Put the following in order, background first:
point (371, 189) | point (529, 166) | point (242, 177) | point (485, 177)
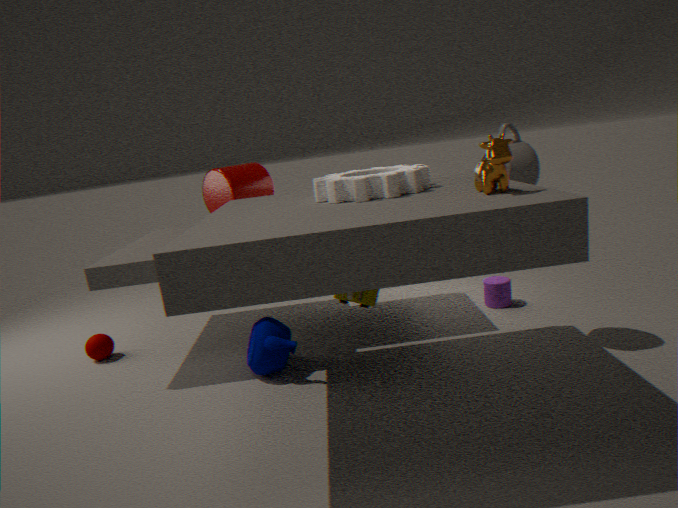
point (242, 177) < point (529, 166) < point (371, 189) < point (485, 177)
